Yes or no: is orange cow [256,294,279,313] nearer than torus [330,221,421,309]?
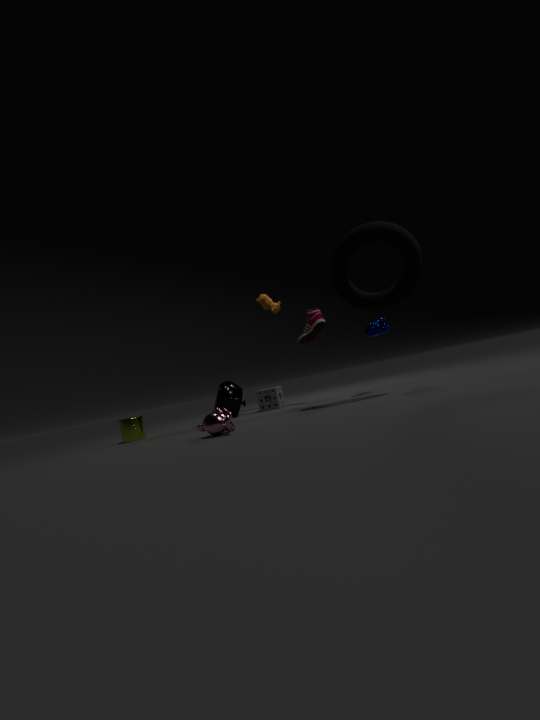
No
